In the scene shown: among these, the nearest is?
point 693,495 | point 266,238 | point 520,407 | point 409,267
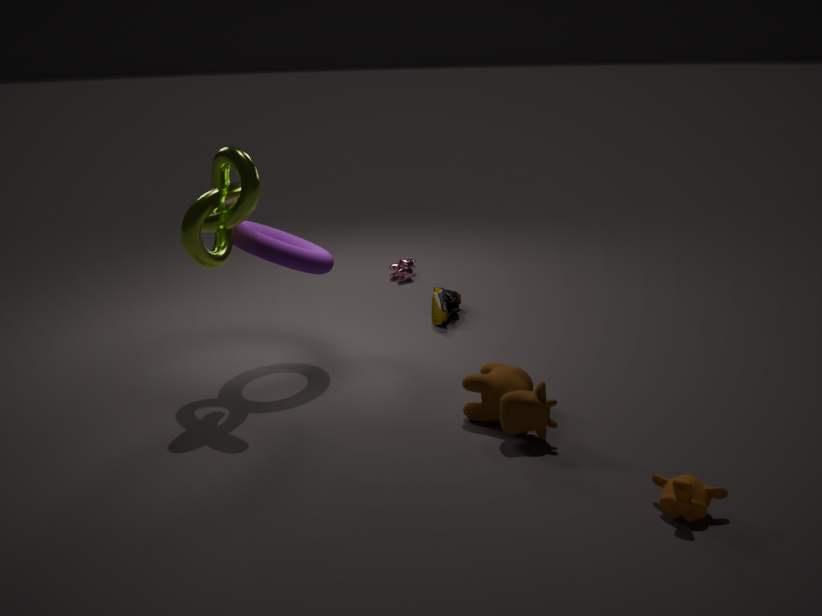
point 693,495
